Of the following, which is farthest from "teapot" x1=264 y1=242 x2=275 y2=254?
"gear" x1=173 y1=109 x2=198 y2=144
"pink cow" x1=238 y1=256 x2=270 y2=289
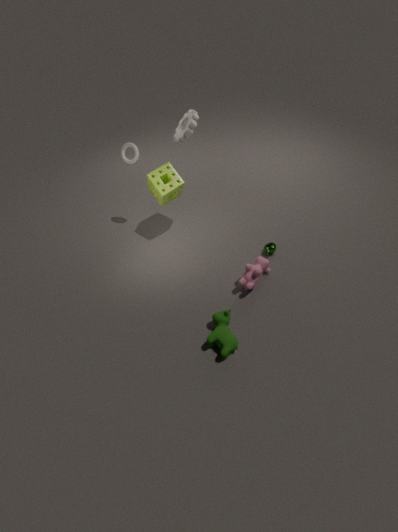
"gear" x1=173 y1=109 x2=198 y2=144
